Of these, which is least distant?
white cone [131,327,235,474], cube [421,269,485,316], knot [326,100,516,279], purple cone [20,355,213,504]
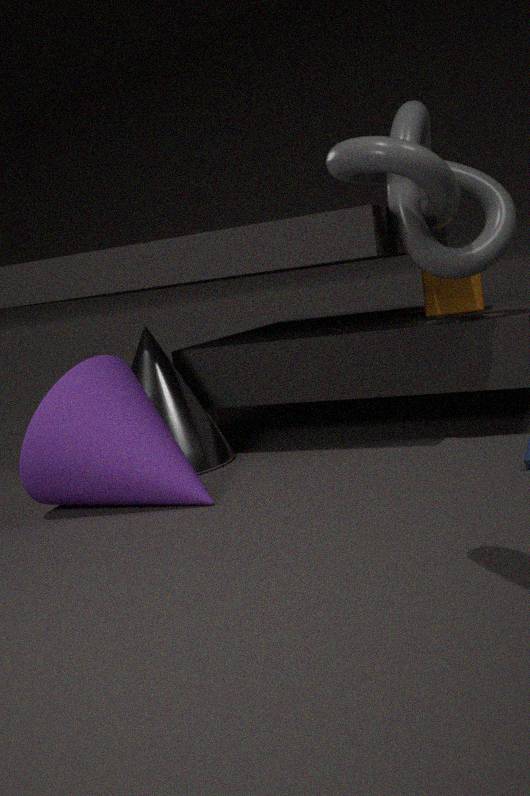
knot [326,100,516,279]
